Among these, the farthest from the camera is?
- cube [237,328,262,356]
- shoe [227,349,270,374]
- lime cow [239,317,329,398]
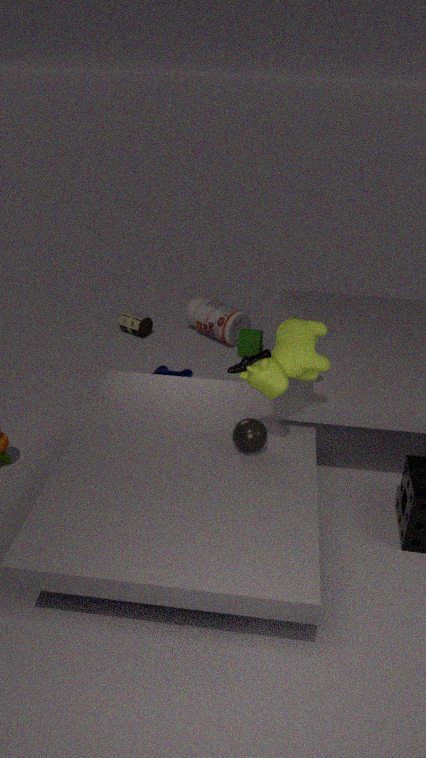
cube [237,328,262,356]
